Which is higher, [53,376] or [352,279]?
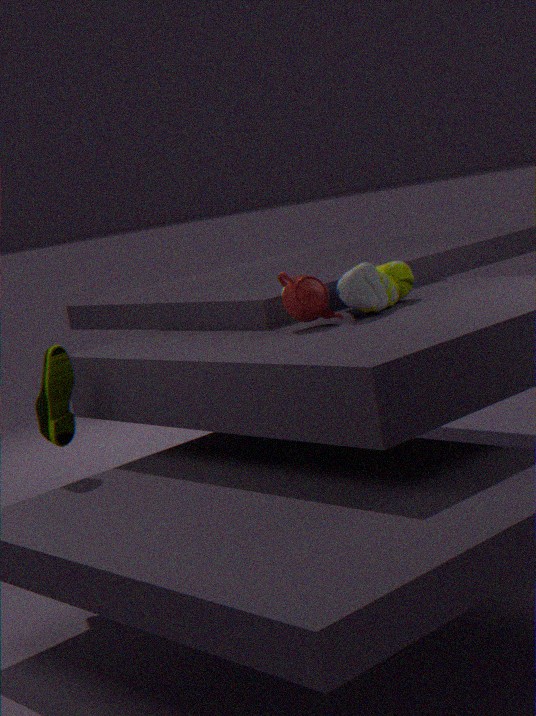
[352,279]
